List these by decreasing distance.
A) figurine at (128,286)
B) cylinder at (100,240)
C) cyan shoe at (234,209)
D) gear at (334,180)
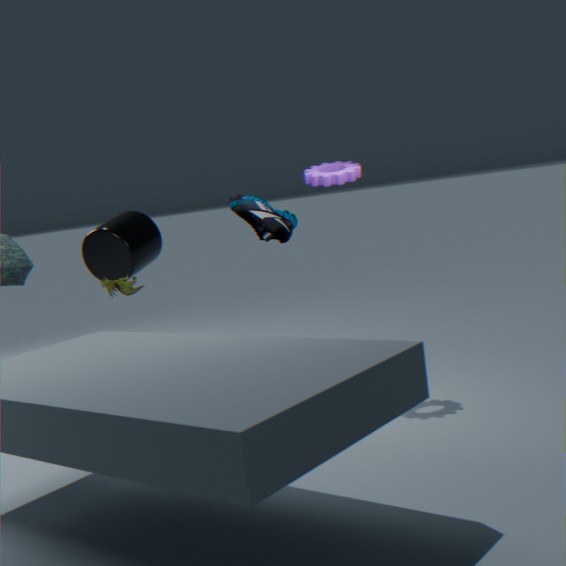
cylinder at (100,240) → figurine at (128,286) → cyan shoe at (234,209) → gear at (334,180)
